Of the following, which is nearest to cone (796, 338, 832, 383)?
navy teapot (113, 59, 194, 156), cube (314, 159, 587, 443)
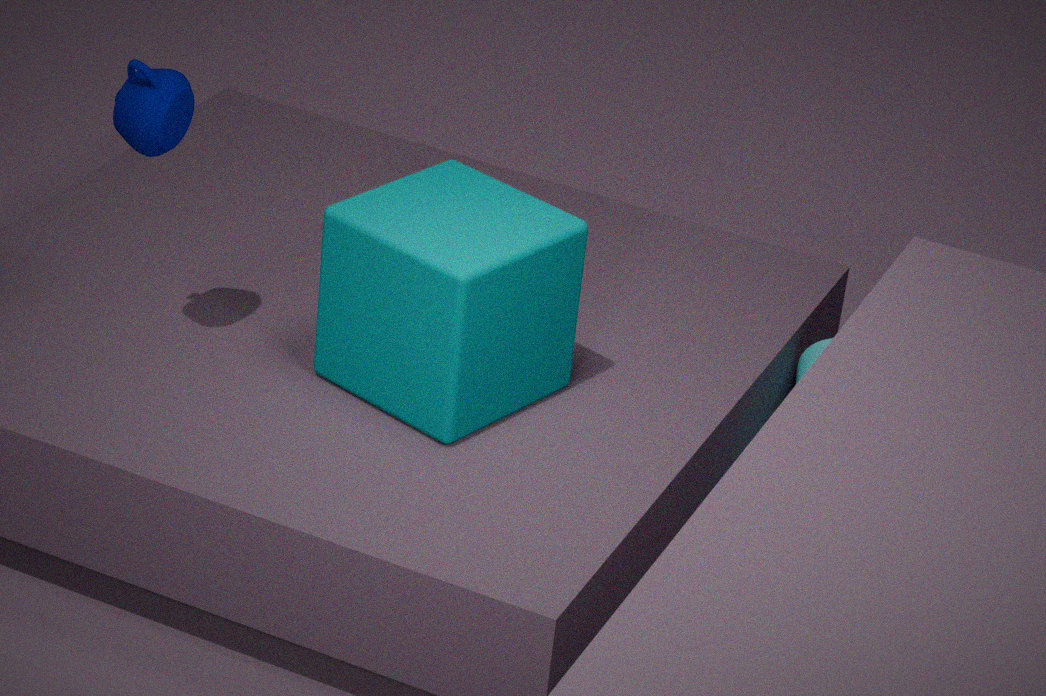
cube (314, 159, 587, 443)
